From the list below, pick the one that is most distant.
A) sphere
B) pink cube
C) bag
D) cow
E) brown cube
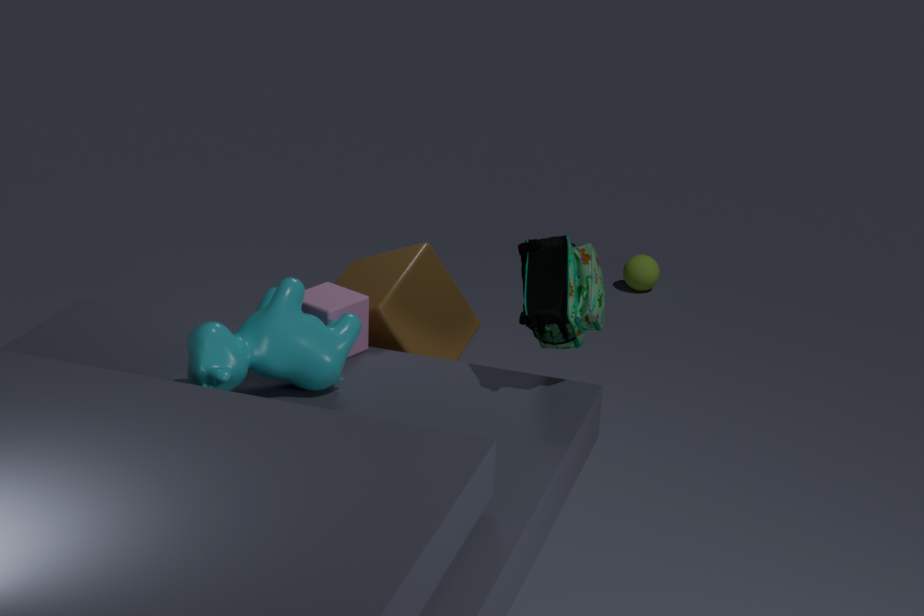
sphere
